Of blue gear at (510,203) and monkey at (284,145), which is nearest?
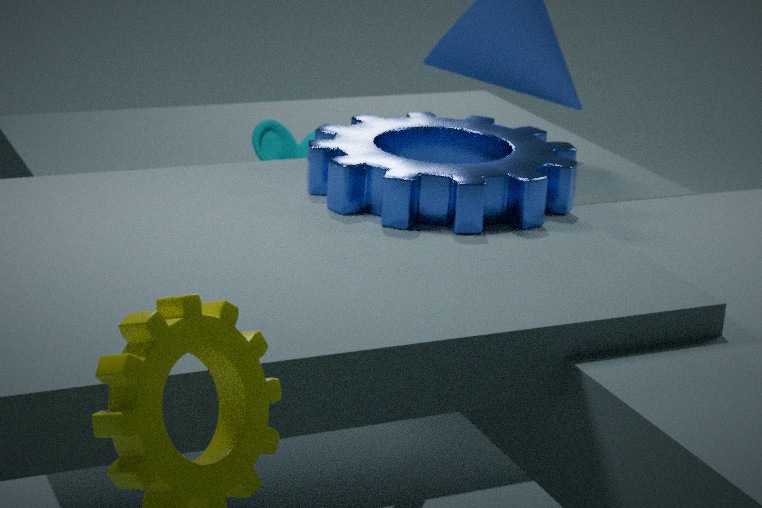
blue gear at (510,203)
